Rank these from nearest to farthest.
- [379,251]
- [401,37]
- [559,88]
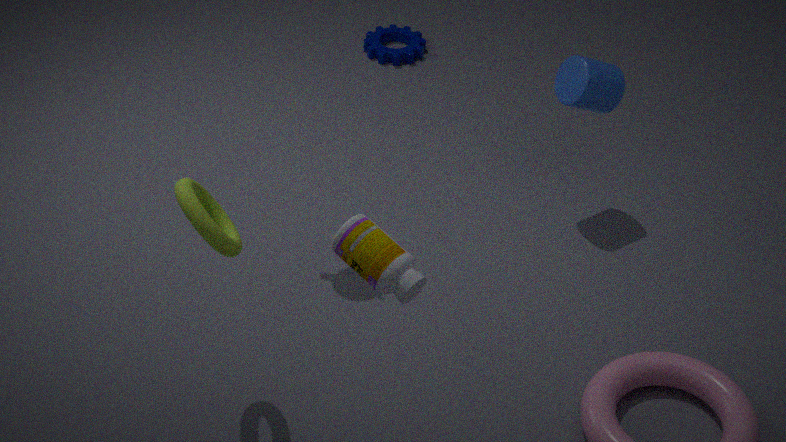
[379,251], [559,88], [401,37]
